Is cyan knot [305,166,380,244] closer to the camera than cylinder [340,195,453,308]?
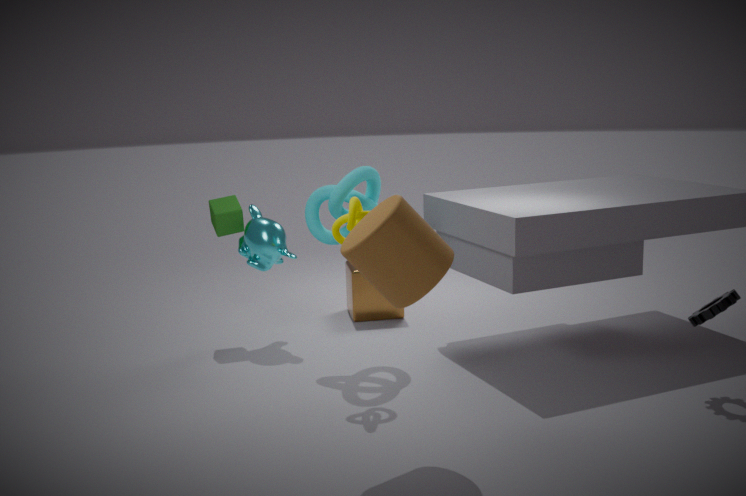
No
